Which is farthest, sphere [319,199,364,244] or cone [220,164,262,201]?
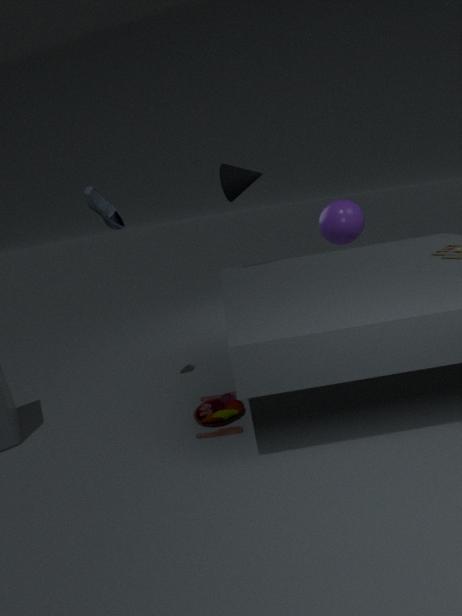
sphere [319,199,364,244]
